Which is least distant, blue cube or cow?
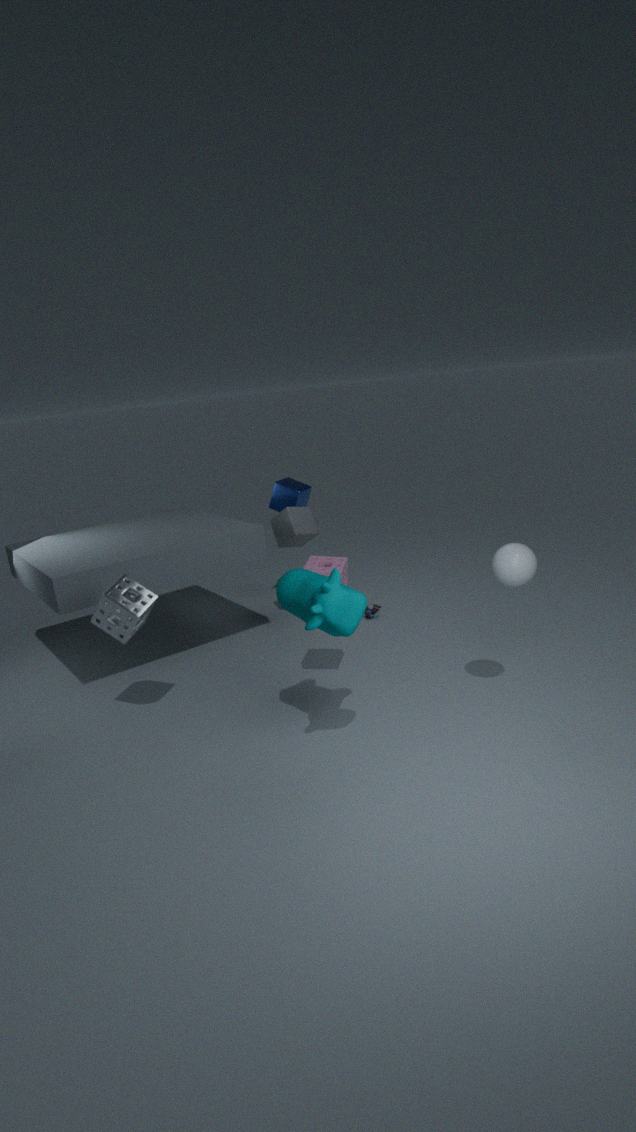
cow
